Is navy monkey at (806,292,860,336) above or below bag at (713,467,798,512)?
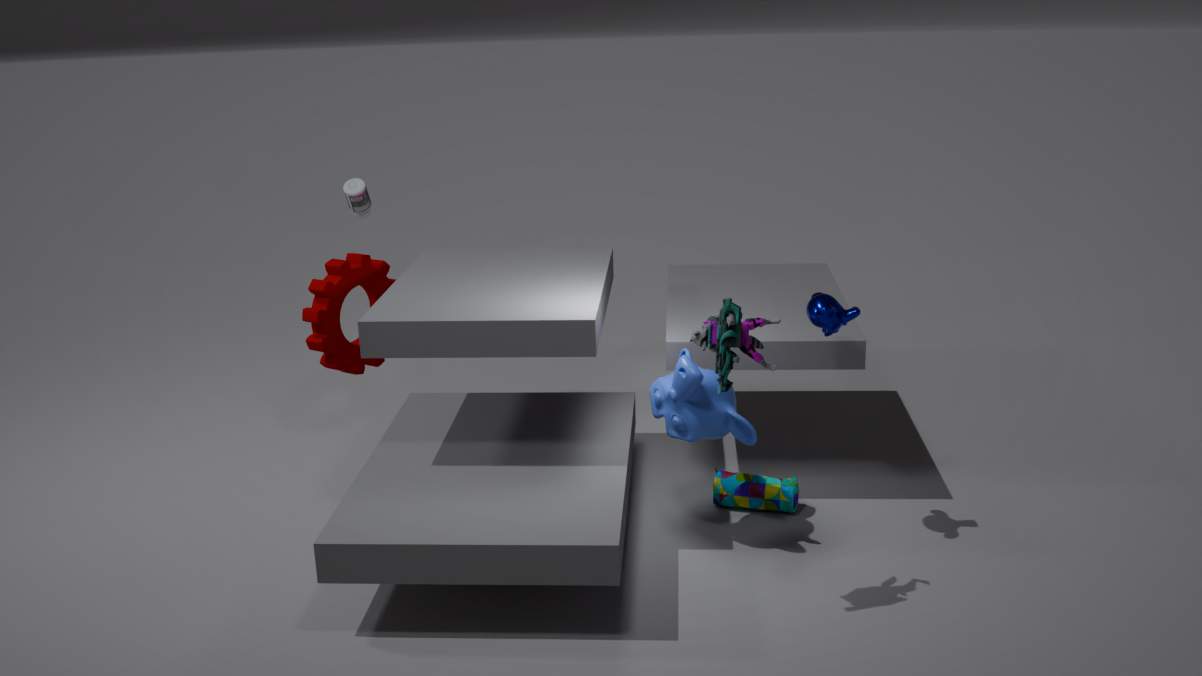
above
